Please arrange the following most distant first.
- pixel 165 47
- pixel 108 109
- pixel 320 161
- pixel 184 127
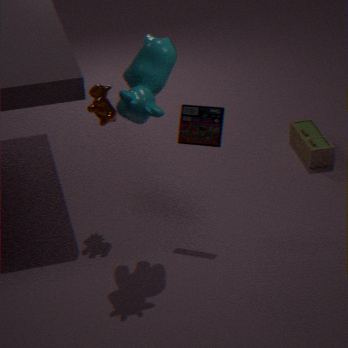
pixel 320 161
pixel 108 109
pixel 184 127
pixel 165 47
